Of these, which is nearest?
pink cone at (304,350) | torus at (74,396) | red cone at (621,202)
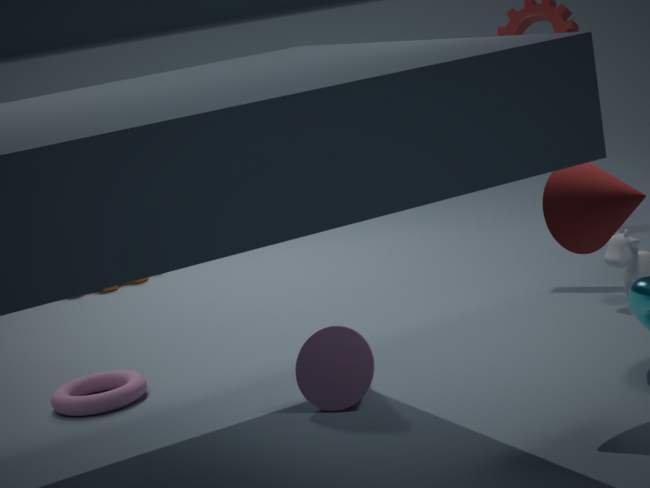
red cone at (621,202)
